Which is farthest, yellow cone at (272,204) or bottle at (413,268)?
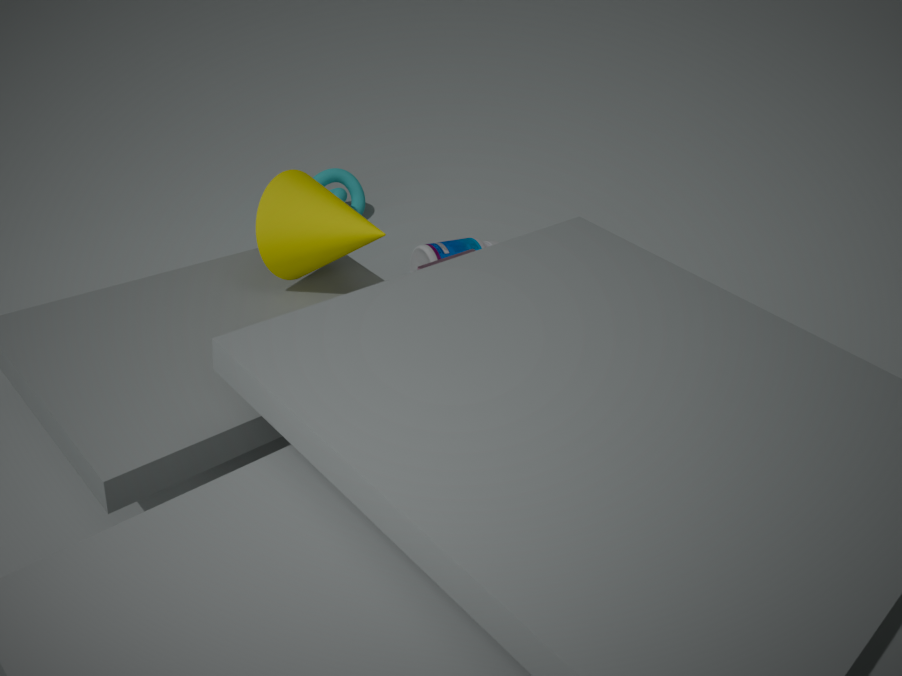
bottle at (413,268)
